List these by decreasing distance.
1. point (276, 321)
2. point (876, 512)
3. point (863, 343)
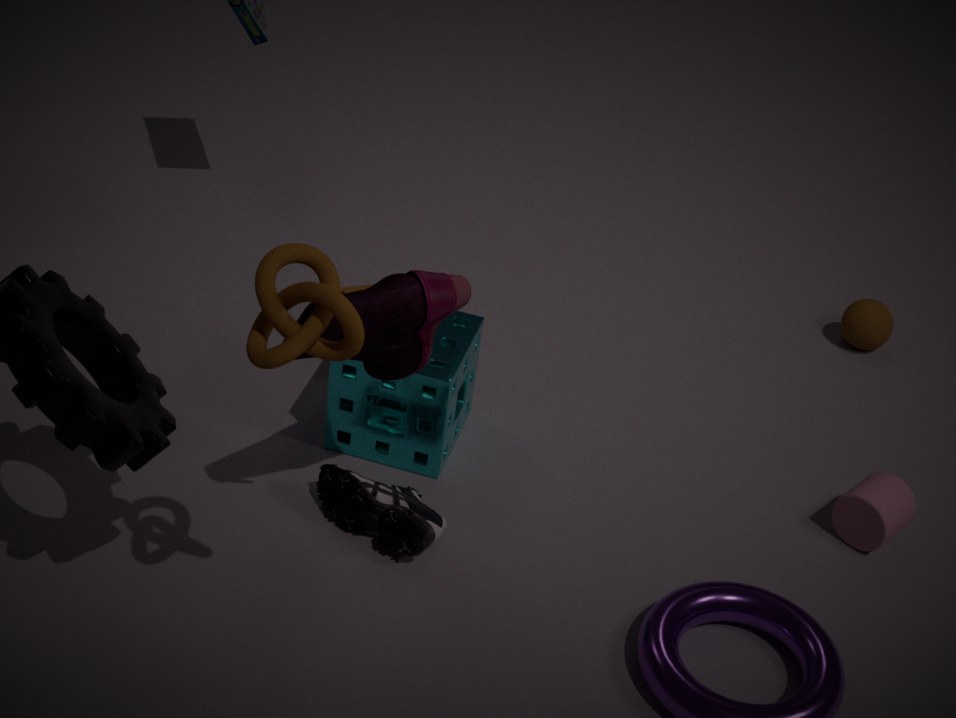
point (863, 343) < point (876, 512) < point (276, 321)
